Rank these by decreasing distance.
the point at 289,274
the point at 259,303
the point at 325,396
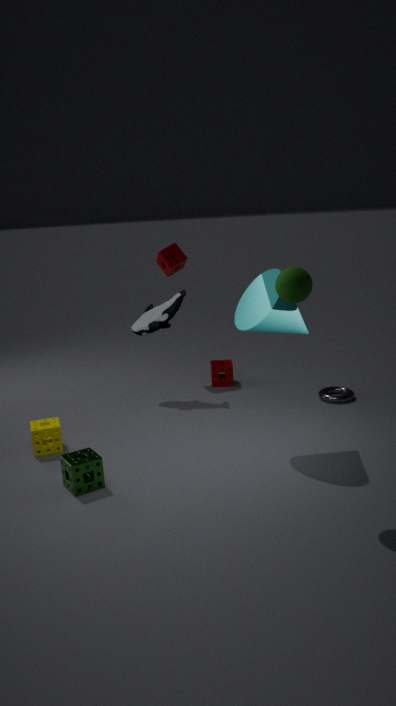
the point at 325,396 → the point at 259,303 → the point at 289,274
